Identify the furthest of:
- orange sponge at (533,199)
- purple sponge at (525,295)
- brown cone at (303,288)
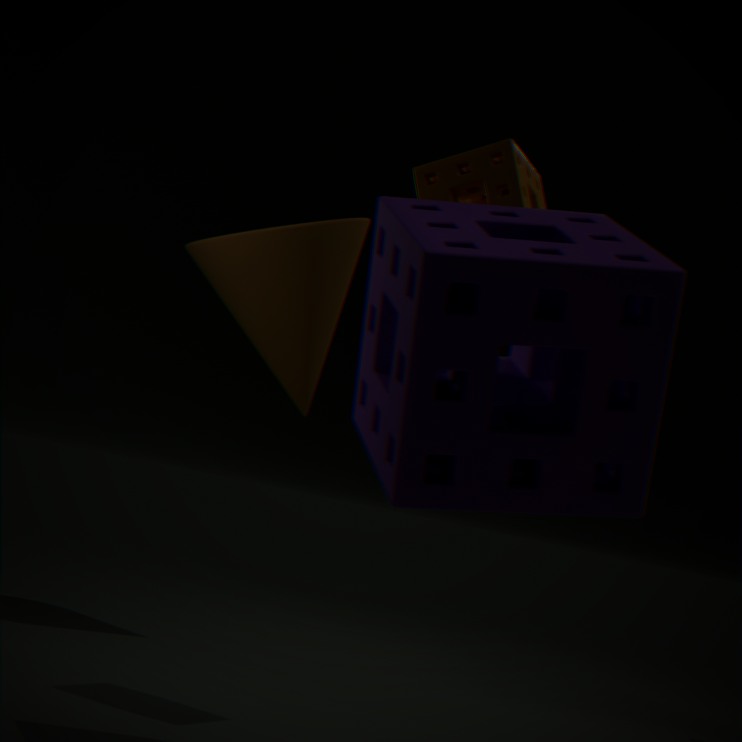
brown cone at (303,288)
